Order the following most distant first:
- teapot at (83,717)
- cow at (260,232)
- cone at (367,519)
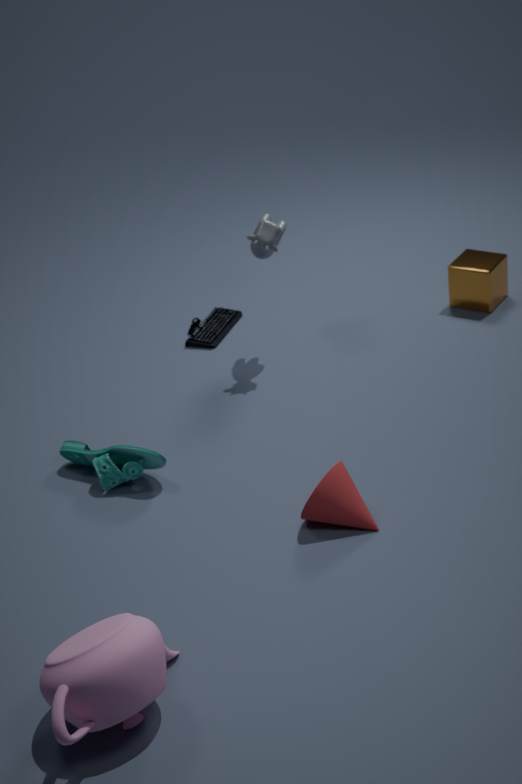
cow at (260,232) → cone at (367,519) → teapot at (83,717)
